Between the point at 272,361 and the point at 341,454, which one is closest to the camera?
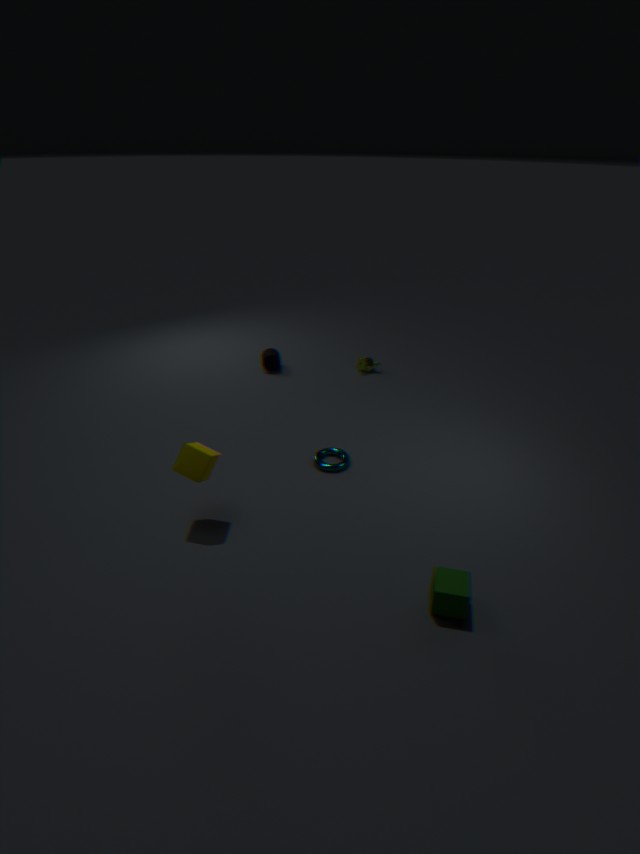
the point at 341,454
